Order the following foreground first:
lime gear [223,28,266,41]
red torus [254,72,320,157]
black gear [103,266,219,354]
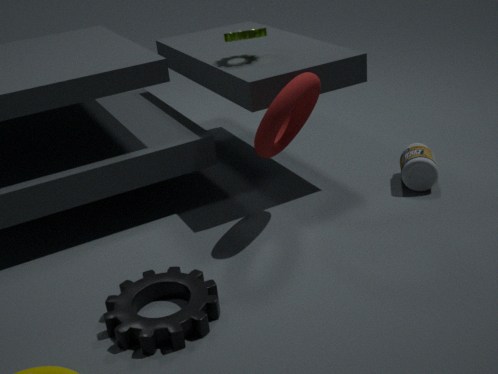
black gear [103,266,219,354]
red torus [254,72,320,157]
lime gear [223,28,266,41]
